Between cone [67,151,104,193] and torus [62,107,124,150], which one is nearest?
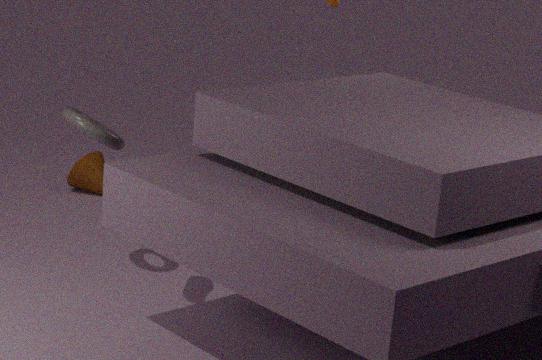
torus [62,107,124,150]
